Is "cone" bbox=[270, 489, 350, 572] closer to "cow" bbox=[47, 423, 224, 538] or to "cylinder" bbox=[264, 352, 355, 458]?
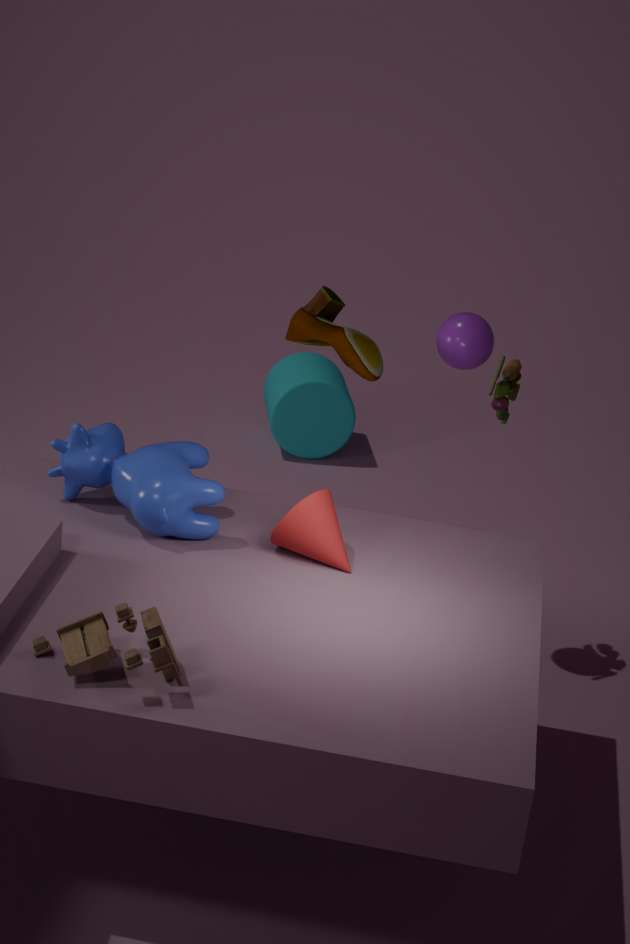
"cow" bbox=[47, 423, 224, 538]
